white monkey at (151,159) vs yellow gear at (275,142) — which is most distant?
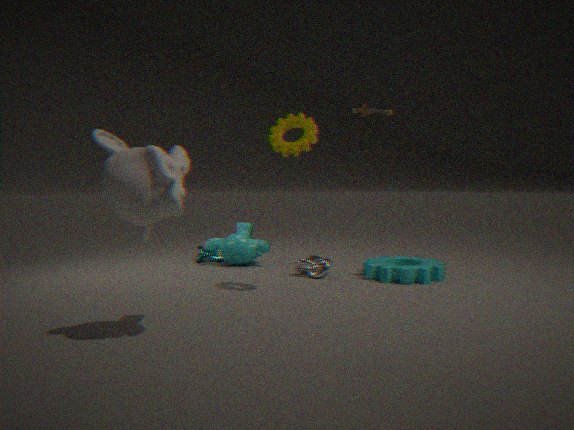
yellow gear at (275,142)
